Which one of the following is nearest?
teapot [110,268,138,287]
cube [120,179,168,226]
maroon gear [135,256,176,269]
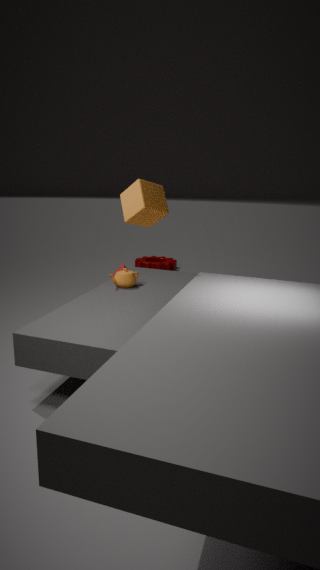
cube [120,179,168,226]
